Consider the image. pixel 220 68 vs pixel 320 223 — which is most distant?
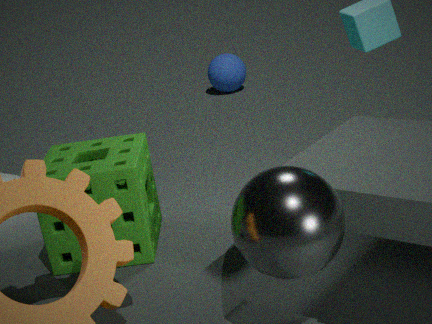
pixel 220 68
